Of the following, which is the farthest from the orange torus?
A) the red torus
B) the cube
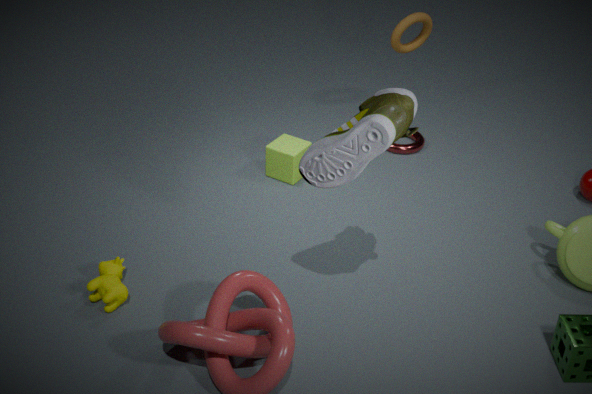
the cube
